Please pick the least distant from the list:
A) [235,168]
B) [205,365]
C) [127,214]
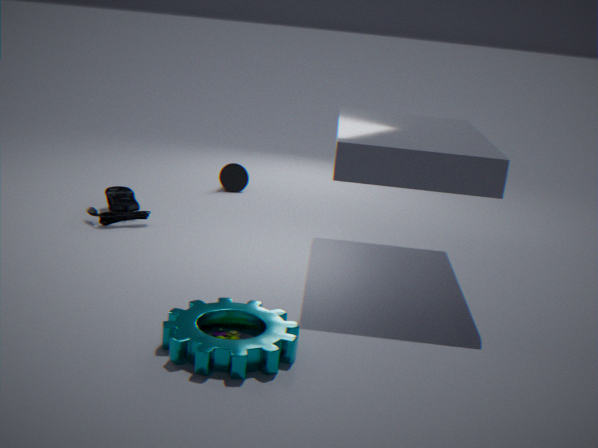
[205,365]
